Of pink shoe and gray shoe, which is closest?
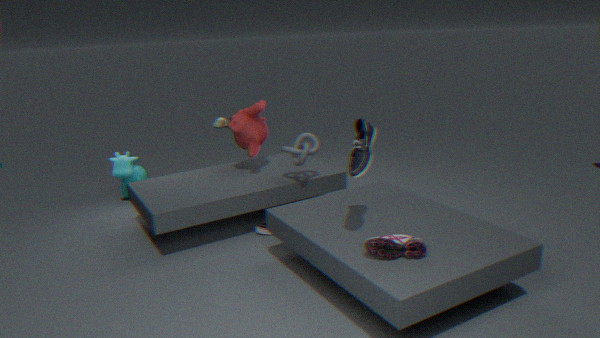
pink shoe
